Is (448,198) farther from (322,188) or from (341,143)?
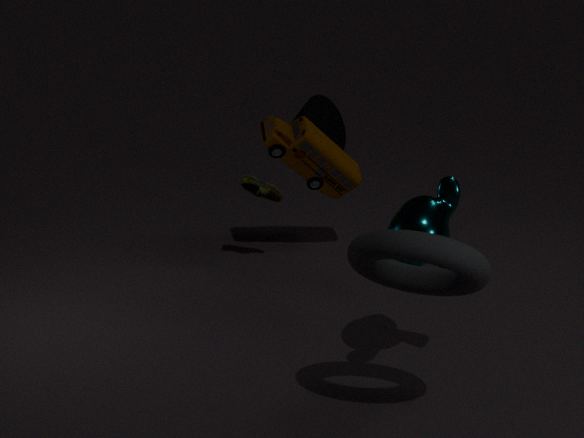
(341,143)
